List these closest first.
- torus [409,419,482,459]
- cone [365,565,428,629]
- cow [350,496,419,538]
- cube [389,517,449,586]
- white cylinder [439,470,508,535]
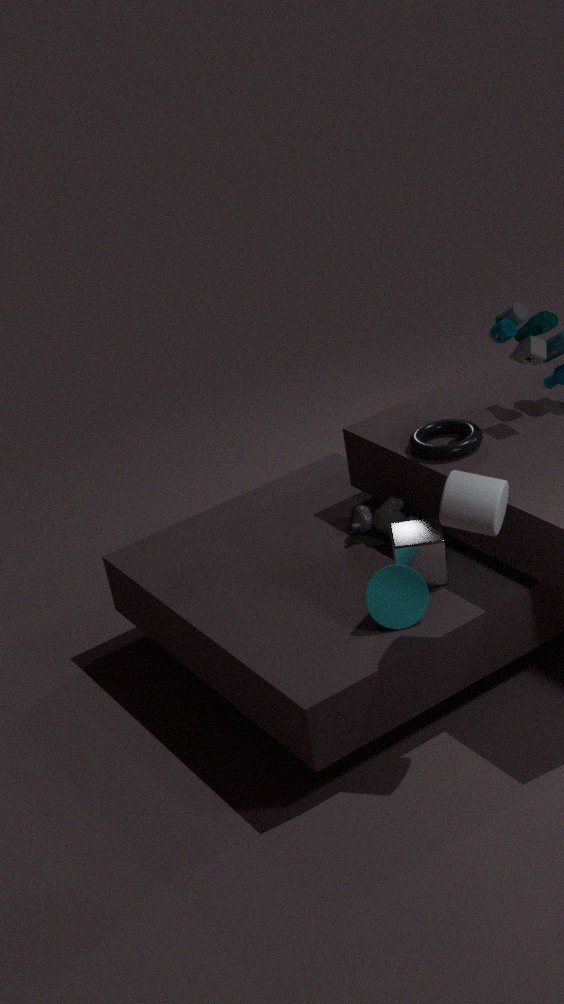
1. white cylinder [439,470,508,535]
2. cone [365,565,428,629]
3. cube [389,517,449,586]
4. torus [409,419,482,459]
5. cow [350,496,419,538]
